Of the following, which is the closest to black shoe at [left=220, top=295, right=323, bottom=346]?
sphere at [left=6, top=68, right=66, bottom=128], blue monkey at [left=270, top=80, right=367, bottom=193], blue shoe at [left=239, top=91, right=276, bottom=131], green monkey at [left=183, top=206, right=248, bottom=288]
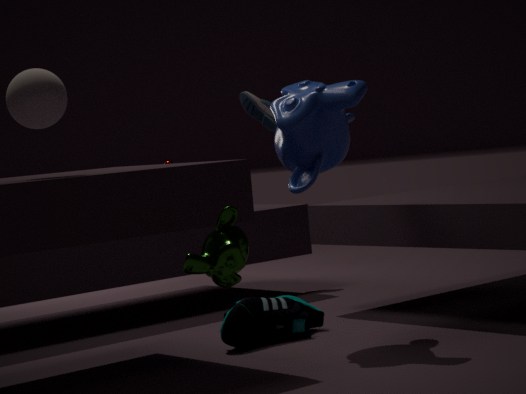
blue monkey at [left=270, top=80, right=367, bottom=193]
